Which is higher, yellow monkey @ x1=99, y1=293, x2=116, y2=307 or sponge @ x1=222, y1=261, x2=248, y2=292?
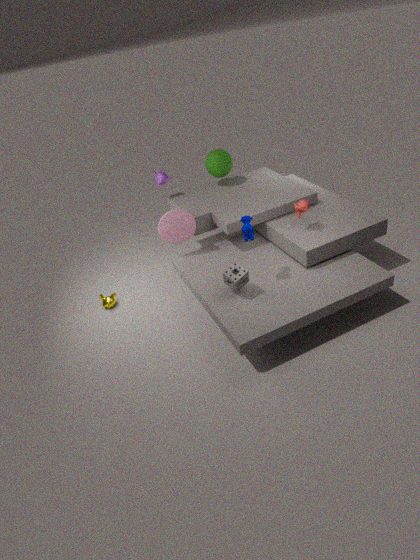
sponge @ x1=222, y1=261, x2=248, y2=292
